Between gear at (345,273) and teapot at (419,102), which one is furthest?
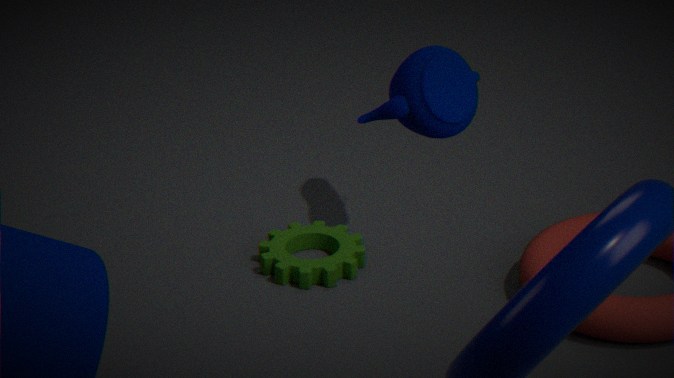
gear at (345,273)
